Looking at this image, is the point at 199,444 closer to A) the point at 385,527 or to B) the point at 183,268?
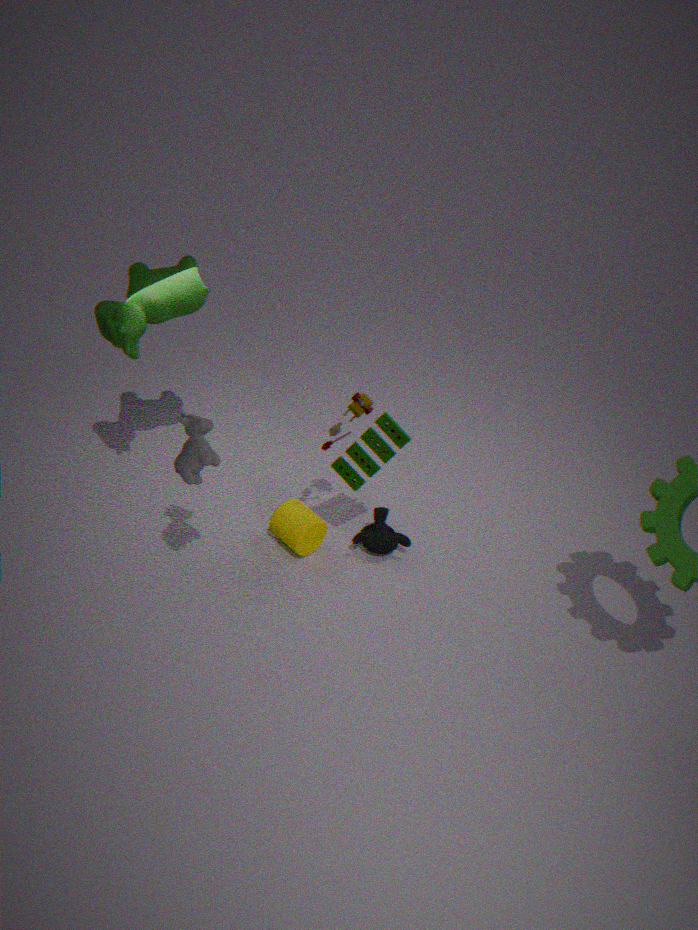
B) the point at 183,268
